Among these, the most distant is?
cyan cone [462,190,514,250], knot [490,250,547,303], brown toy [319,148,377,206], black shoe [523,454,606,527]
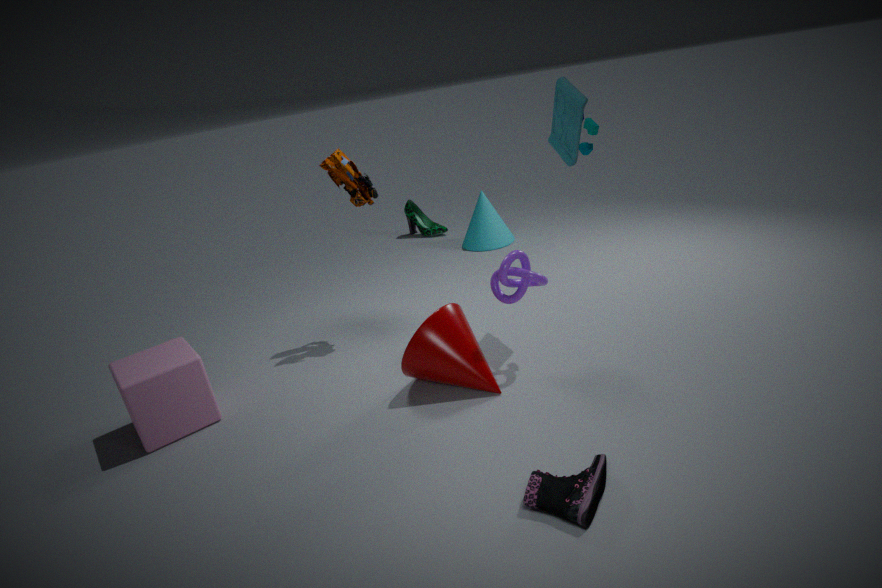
cyan cone [462,190,514,250]
